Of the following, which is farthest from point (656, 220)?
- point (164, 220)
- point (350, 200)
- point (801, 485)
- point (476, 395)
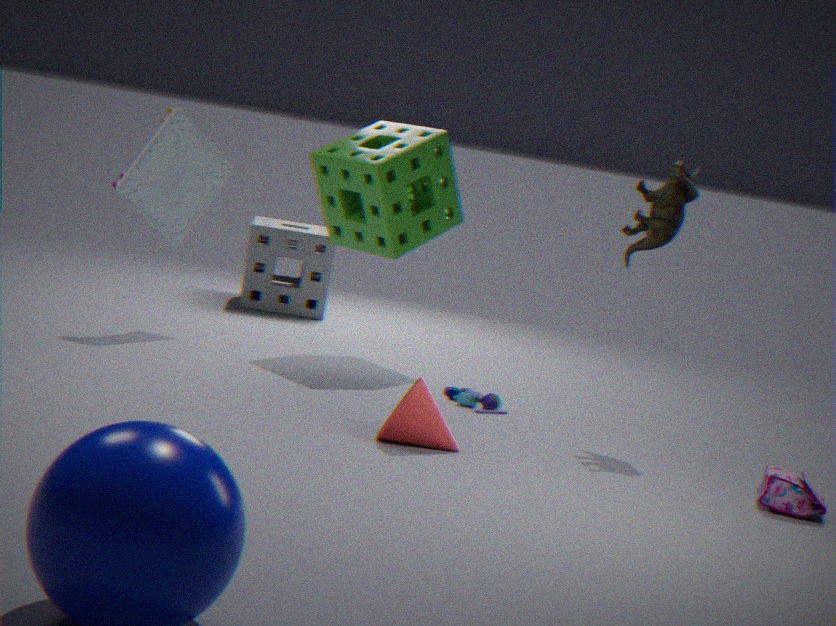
point (164, 220)
